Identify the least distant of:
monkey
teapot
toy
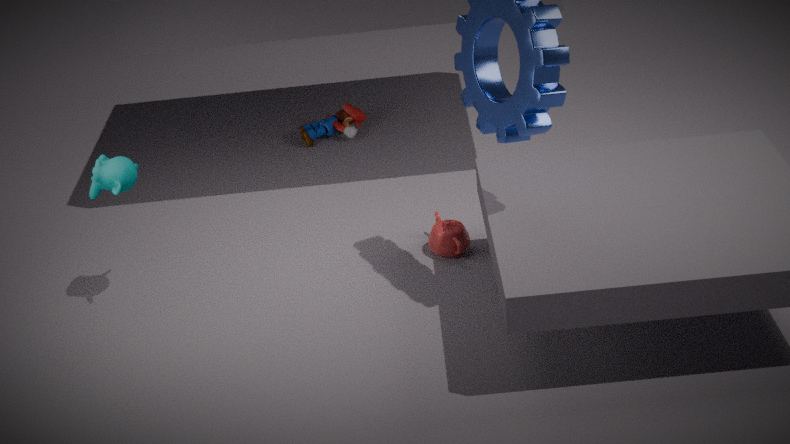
monkey
